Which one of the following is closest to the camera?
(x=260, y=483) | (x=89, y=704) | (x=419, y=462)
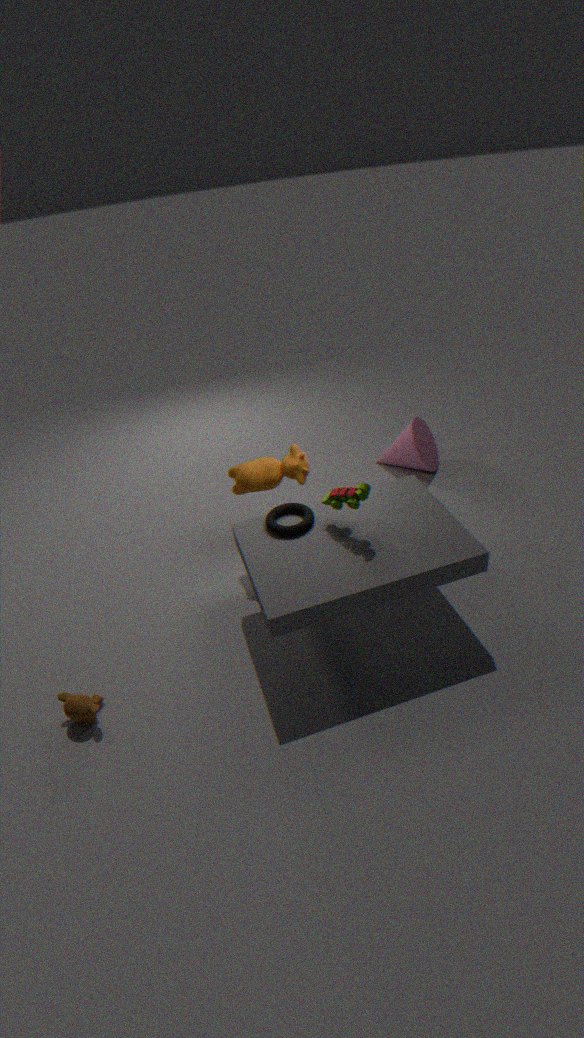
(x=89, y=704)
